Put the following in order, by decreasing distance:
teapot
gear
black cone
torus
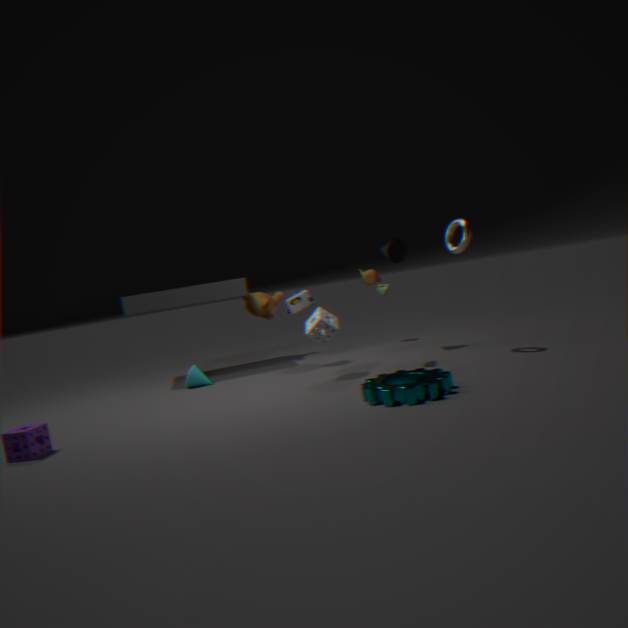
1. teapot
2. black cone
3. torus
4. gear
